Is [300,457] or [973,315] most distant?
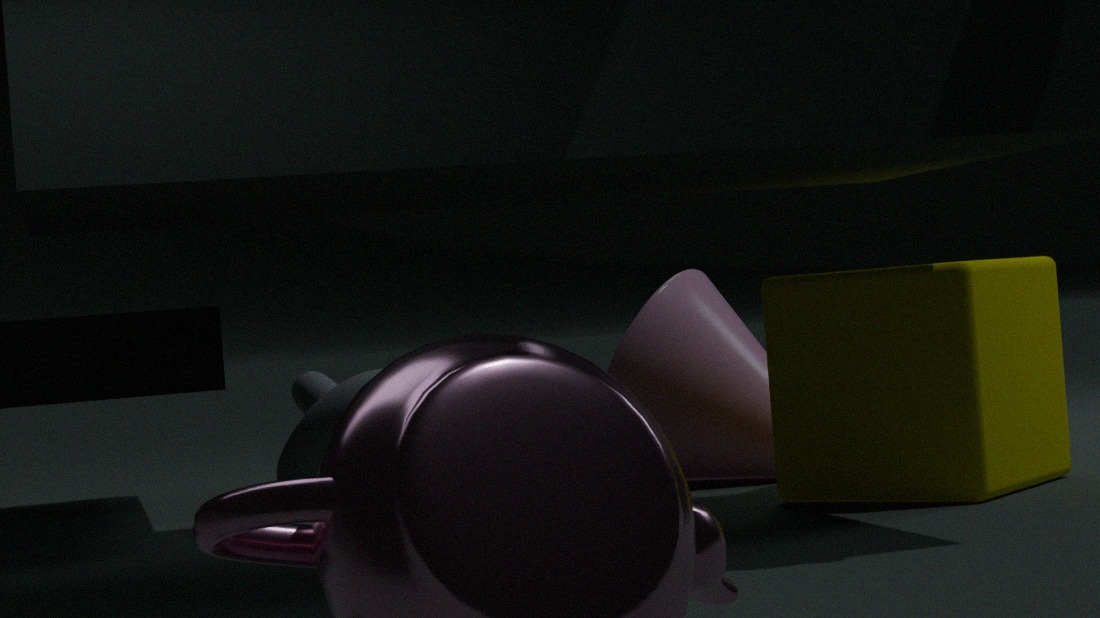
[300,457]
